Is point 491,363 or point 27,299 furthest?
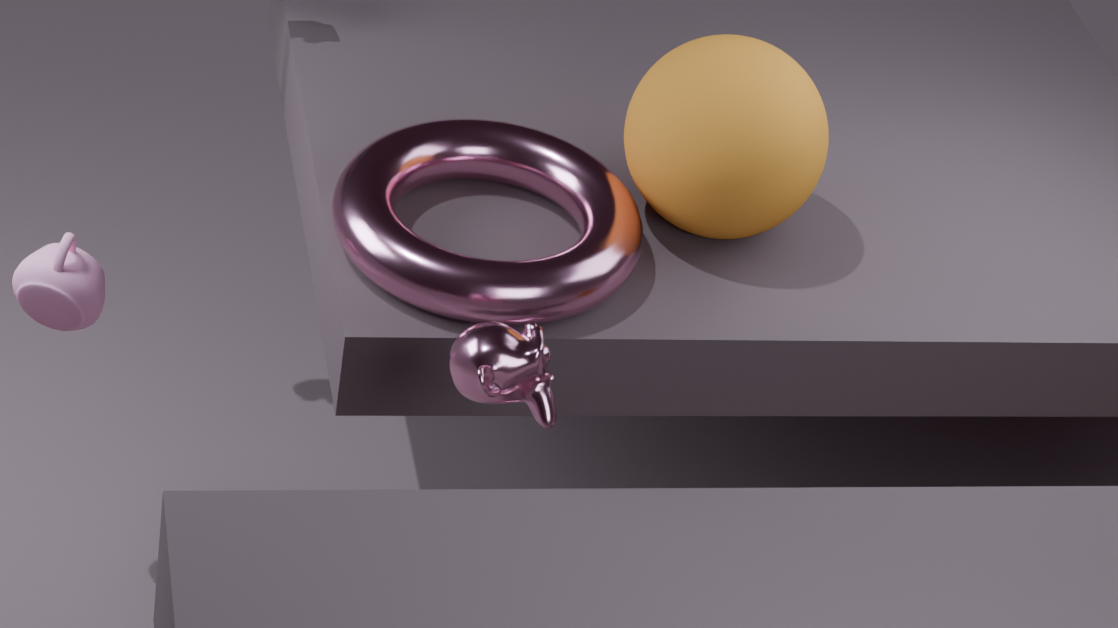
point 27,299
